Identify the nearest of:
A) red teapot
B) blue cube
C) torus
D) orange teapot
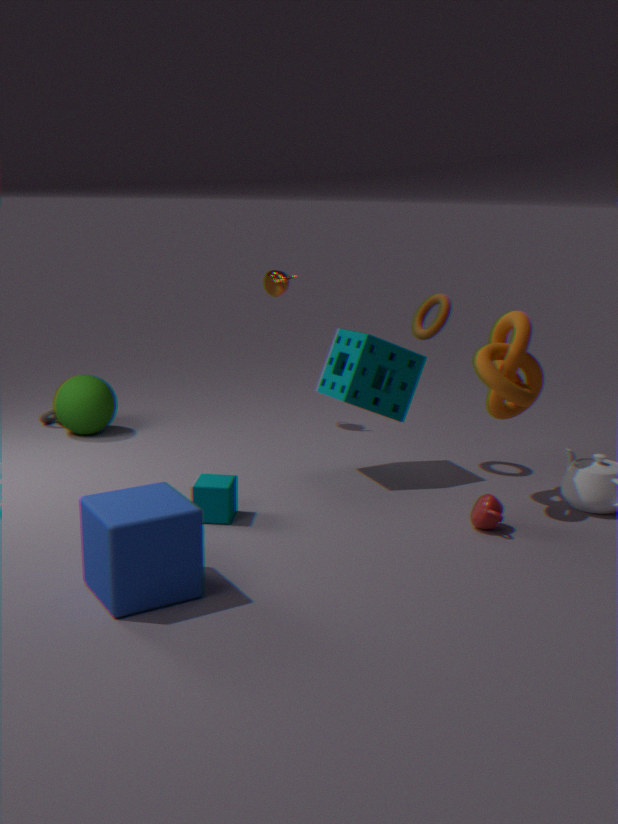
blue cube
